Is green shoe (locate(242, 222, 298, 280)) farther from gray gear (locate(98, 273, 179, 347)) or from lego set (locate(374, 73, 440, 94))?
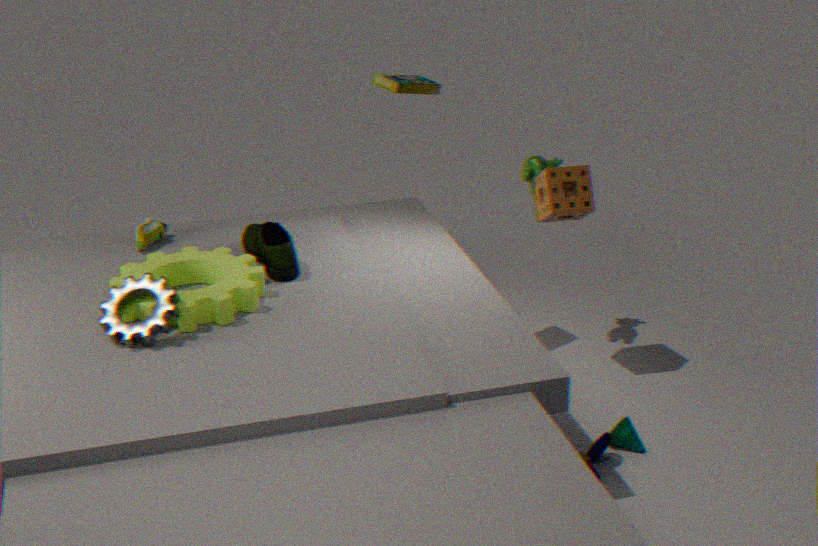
lego set (locate(374, 73, 440, 94))
